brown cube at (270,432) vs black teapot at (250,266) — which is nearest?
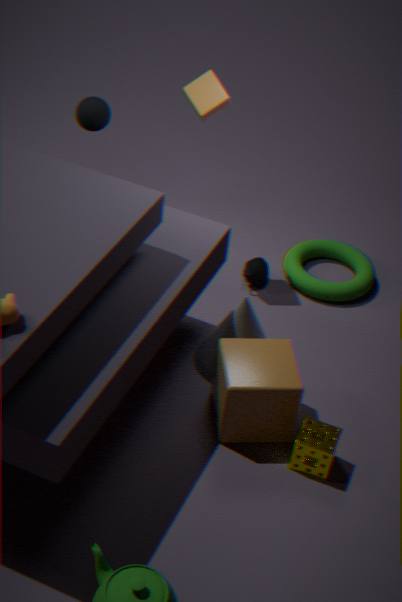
brown cube at (270,432)
